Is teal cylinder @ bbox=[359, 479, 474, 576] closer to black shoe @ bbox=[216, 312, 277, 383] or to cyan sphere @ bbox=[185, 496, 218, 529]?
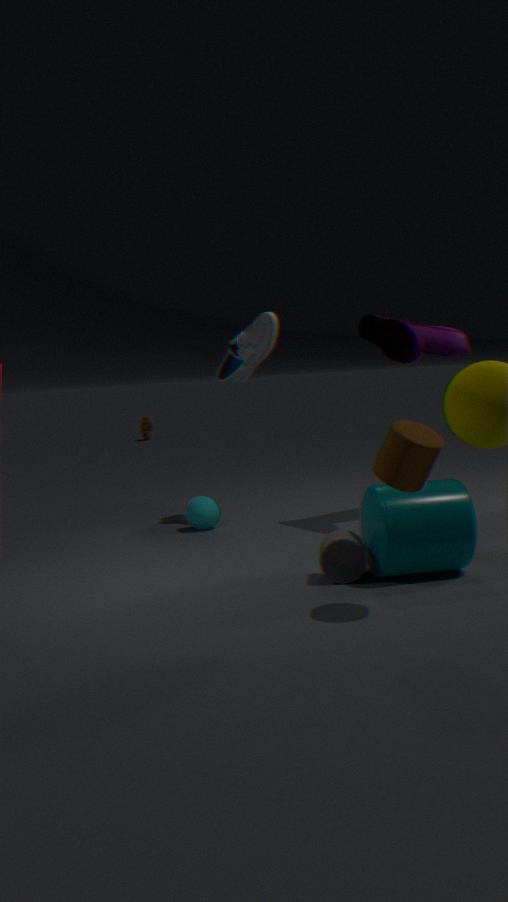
cyan sphere @ bbox=[185, 496, 218, 529]
